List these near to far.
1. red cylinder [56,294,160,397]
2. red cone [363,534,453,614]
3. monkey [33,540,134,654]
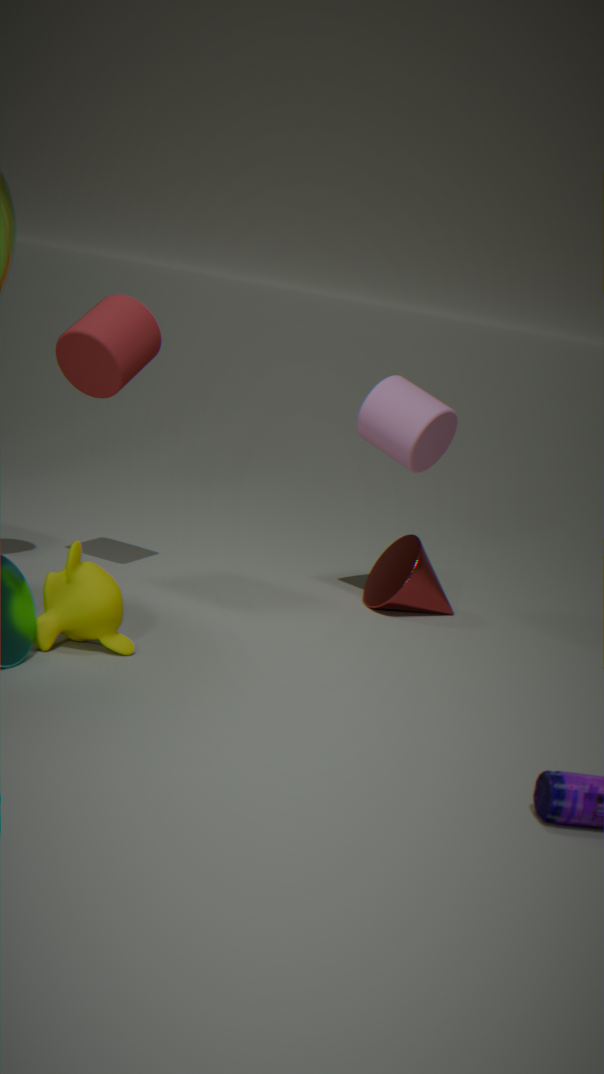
monkey [33,540,134,654]
red cylinder [56,294,160,397]
red cone [363,534,453,614]
